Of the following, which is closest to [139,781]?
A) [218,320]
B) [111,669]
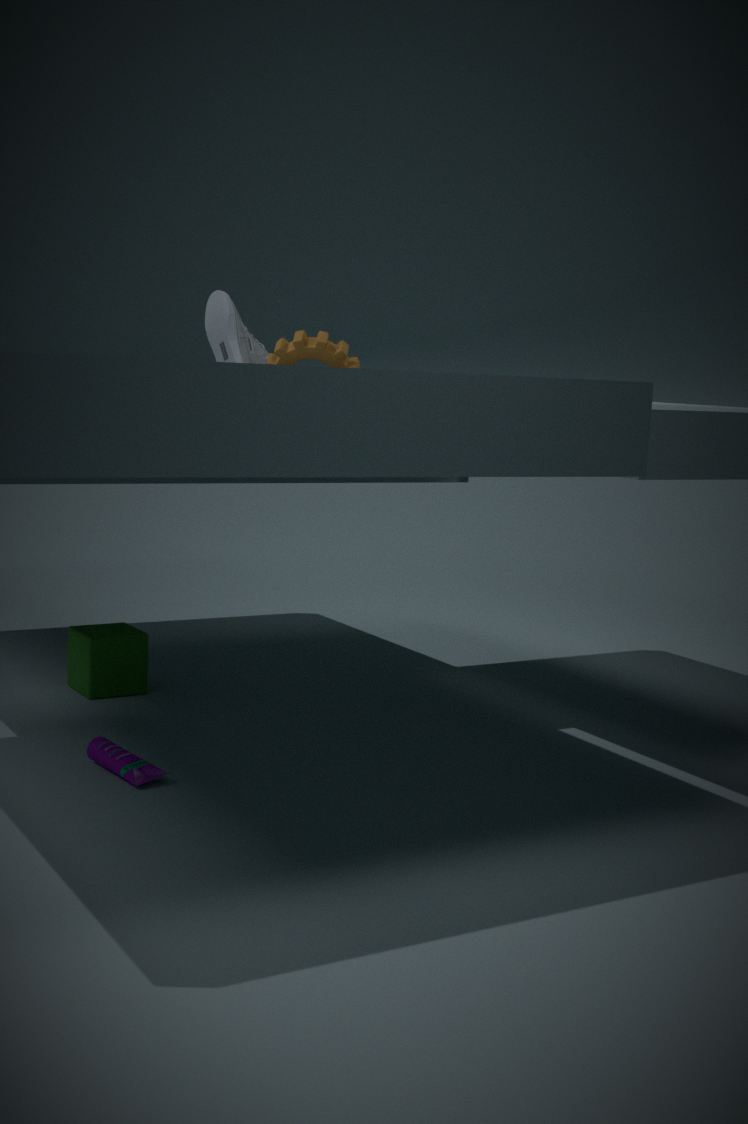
[111,669]
